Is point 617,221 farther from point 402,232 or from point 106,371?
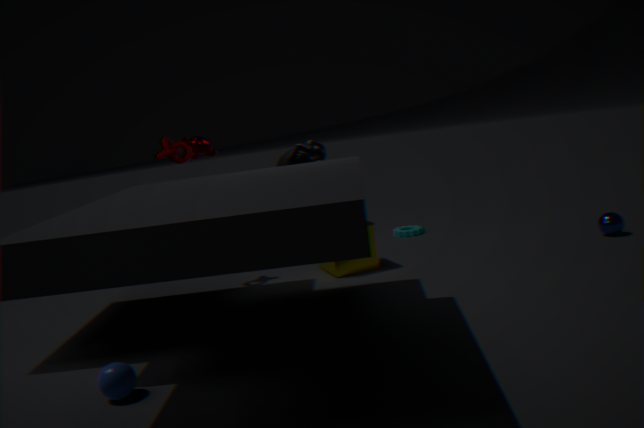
point 106,371
